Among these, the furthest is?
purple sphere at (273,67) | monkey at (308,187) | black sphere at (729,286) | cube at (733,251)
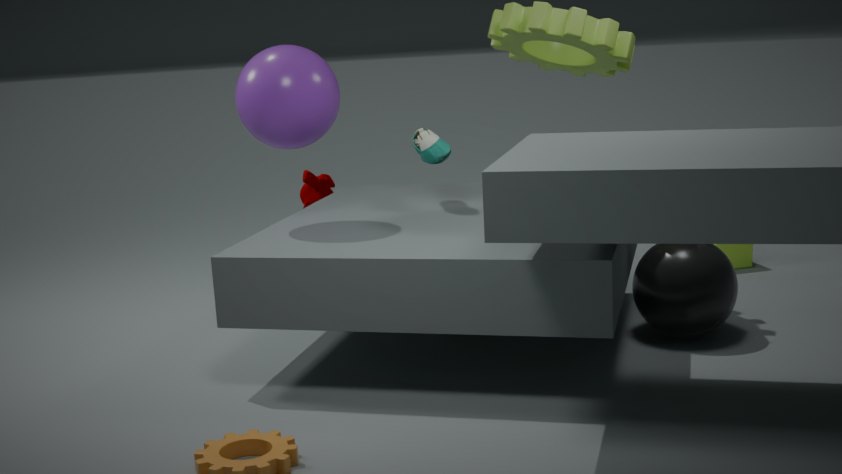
cube at (733,251)
